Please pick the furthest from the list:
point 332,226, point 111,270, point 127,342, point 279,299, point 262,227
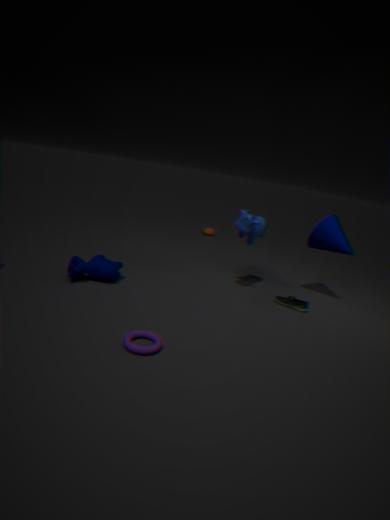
point 332,226
